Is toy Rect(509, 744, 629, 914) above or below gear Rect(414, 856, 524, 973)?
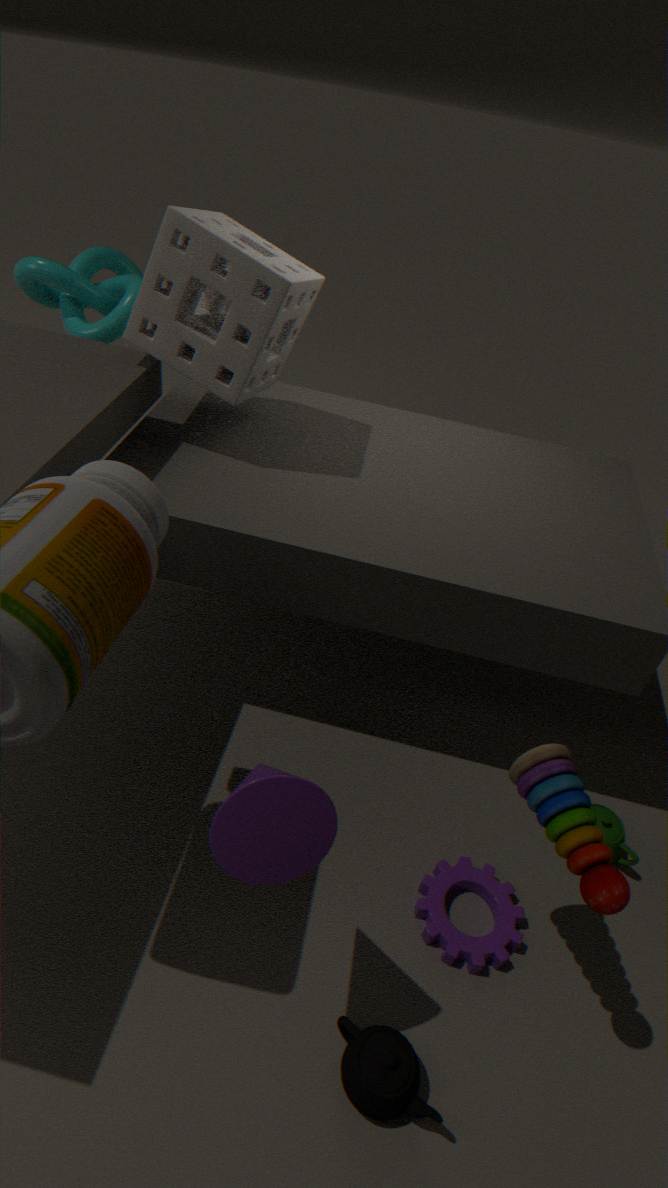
above
